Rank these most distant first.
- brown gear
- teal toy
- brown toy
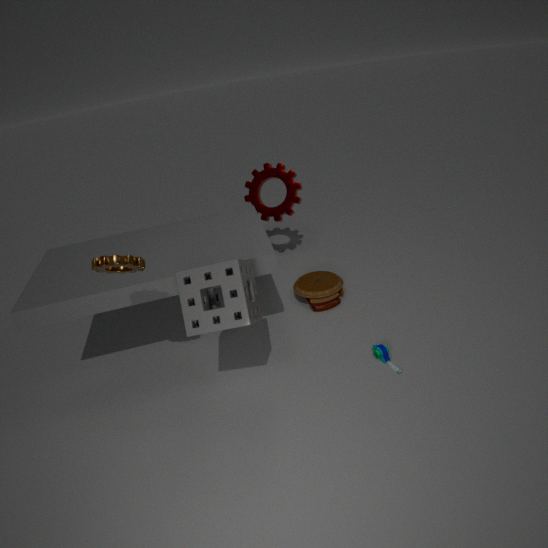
brown toy
teal toy
brown gear
